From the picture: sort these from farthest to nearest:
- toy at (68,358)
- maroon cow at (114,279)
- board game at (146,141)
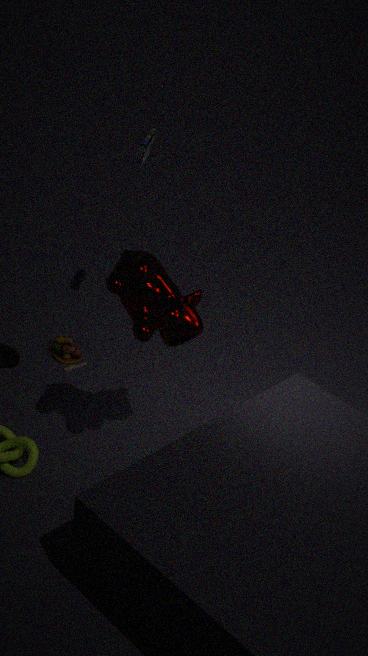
toy at (68,358) < board game at (146,141) < maroon cow at (114,279)
